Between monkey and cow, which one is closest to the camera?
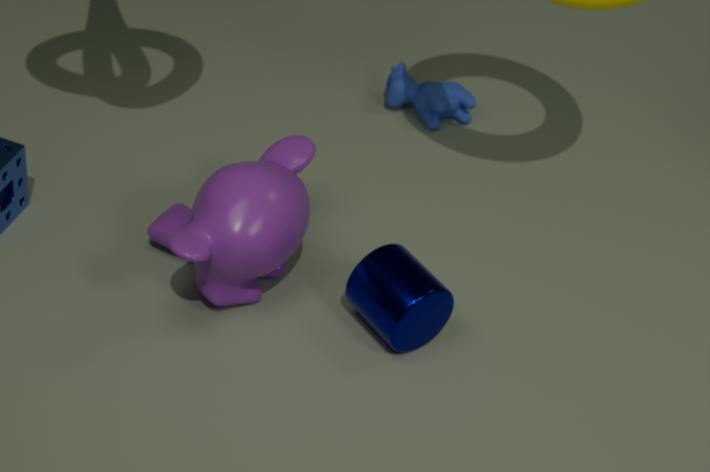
monkey
